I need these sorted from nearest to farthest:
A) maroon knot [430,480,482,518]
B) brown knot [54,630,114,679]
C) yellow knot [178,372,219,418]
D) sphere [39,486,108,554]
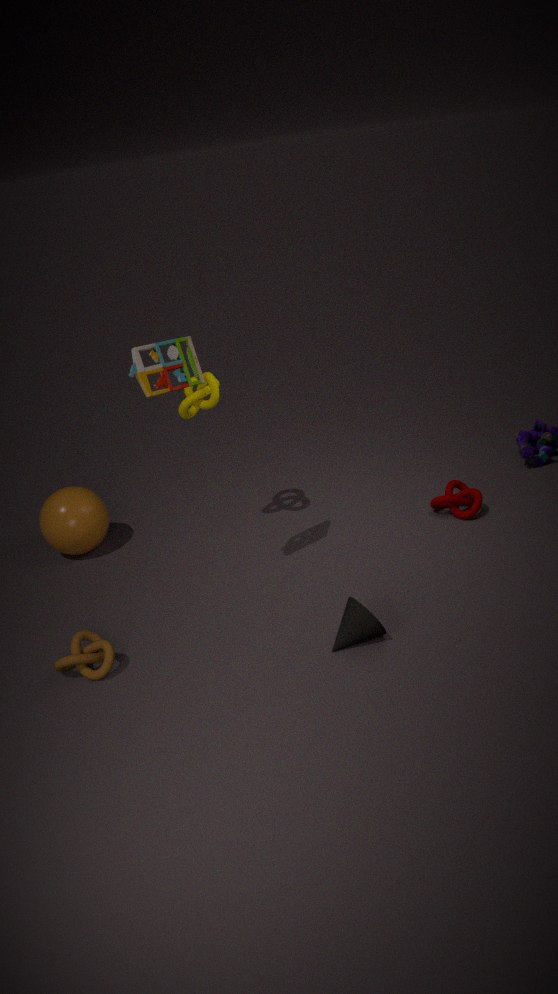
brown knot [54,630,114,679]
yellow knot [178,372,219,418]
maroon knot [430,480,482,518]
sphere [39,486,108,554]
